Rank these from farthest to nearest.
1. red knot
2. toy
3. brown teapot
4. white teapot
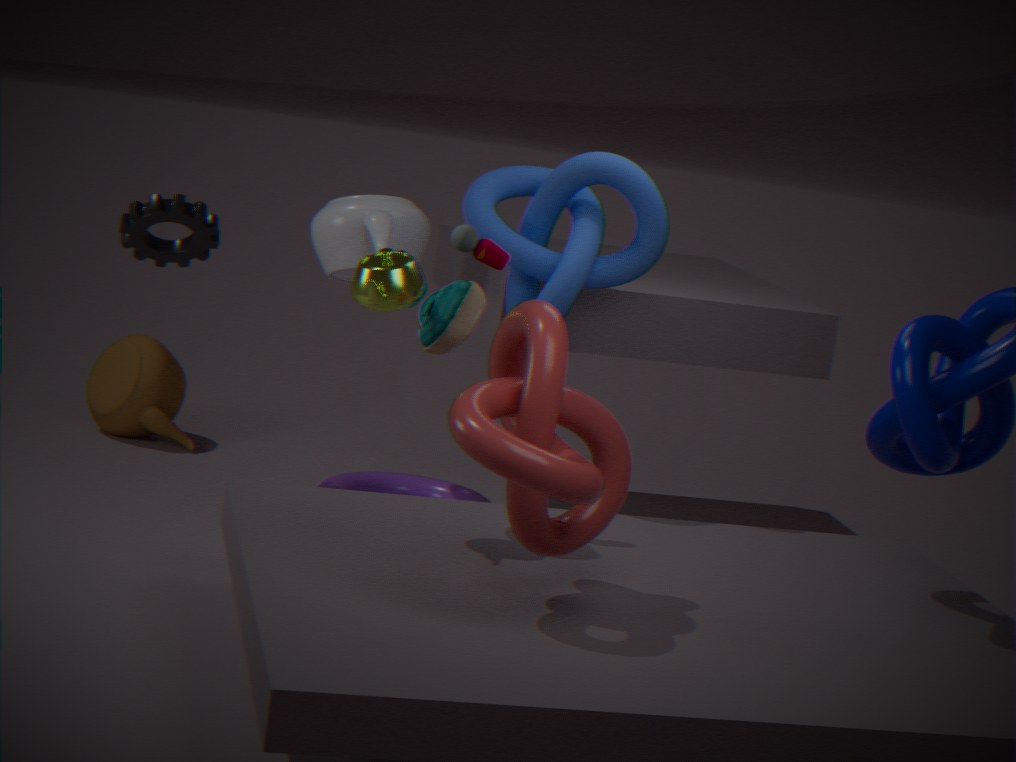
1. brown teapot
2. white teapot
3. toy
4. red knot
